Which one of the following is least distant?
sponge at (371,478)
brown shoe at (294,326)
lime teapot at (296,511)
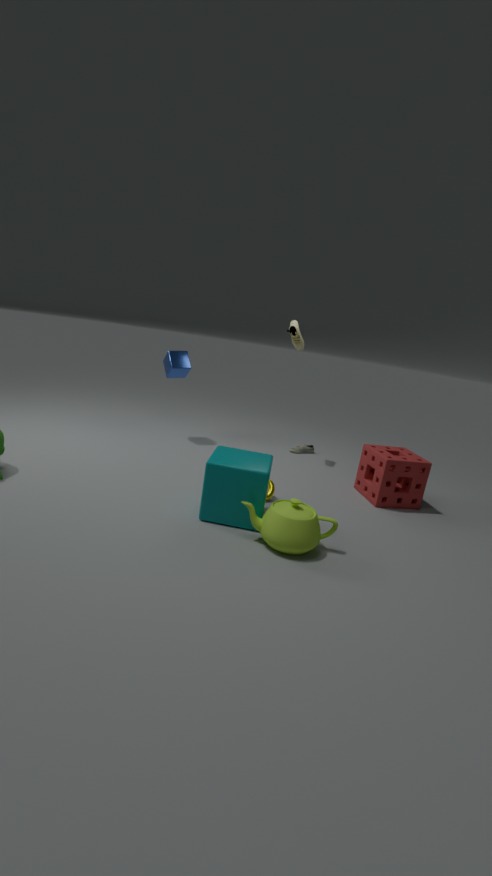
lime teapot at (296,511)
